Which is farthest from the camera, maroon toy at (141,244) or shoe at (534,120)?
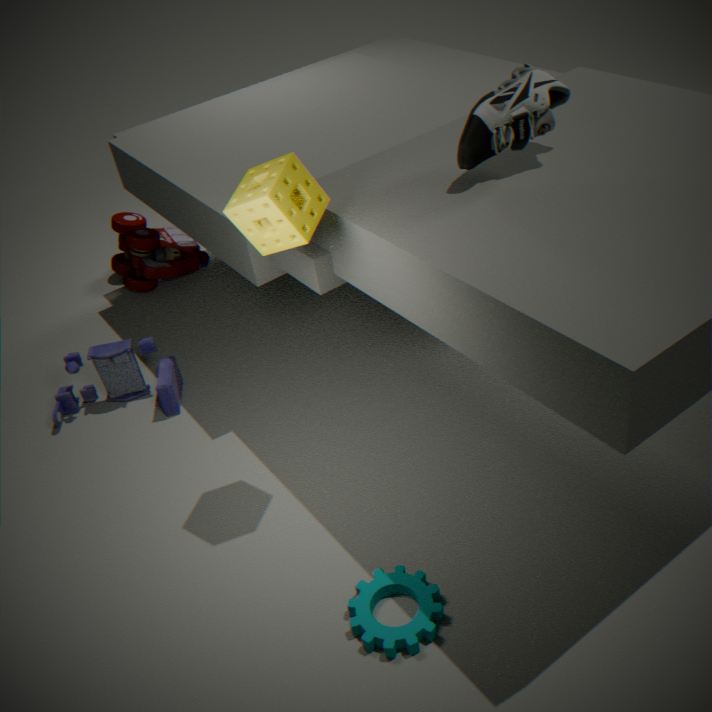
maroon toy at (141,244)
